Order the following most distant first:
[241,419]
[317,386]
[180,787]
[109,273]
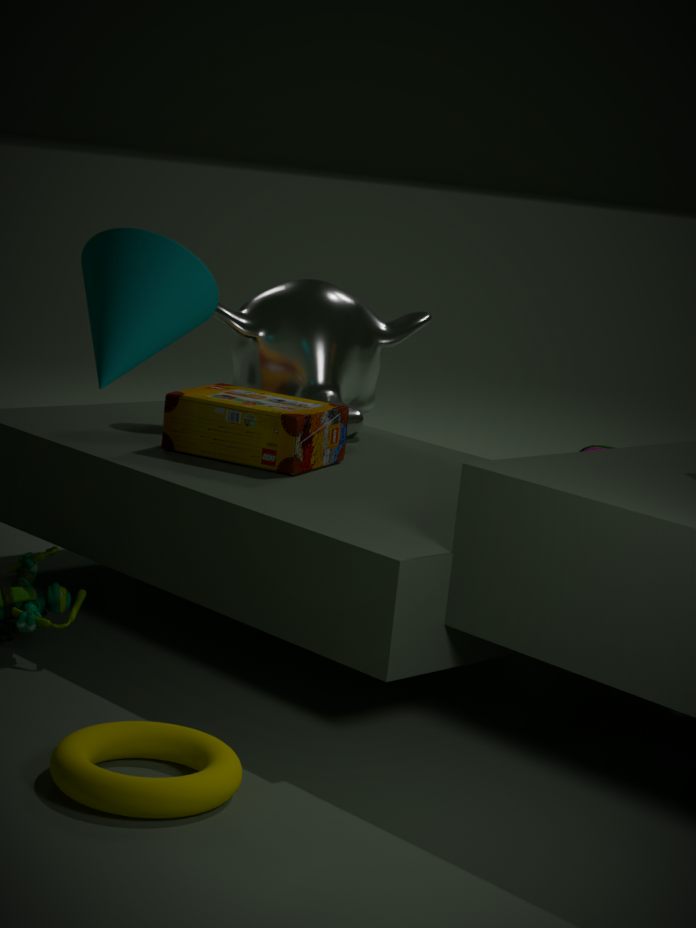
[317,386] < [241,419] < [109,273] < [180,787]
